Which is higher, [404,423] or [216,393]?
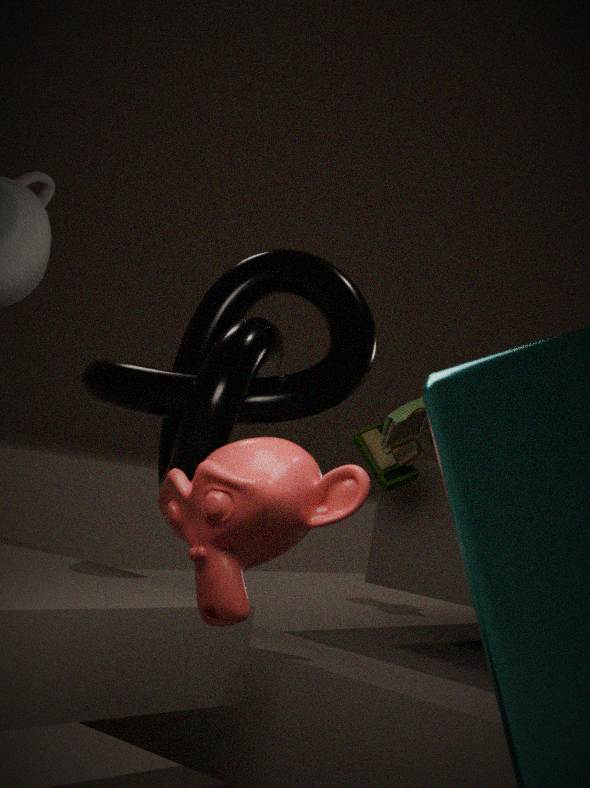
[216,393]
